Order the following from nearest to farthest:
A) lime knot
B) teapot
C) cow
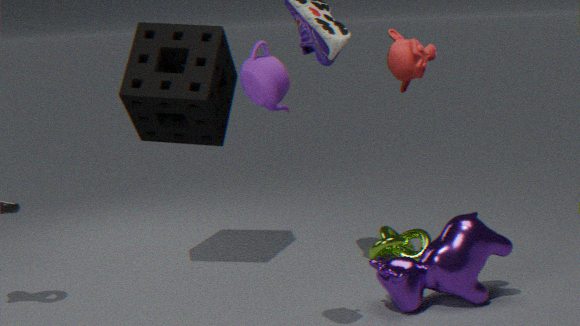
teapot, cow, lime knot
